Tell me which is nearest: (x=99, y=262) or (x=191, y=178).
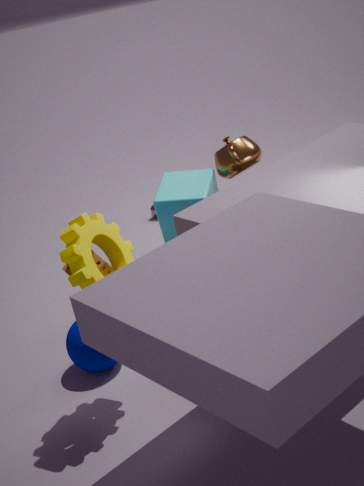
(x=99, y=262)
